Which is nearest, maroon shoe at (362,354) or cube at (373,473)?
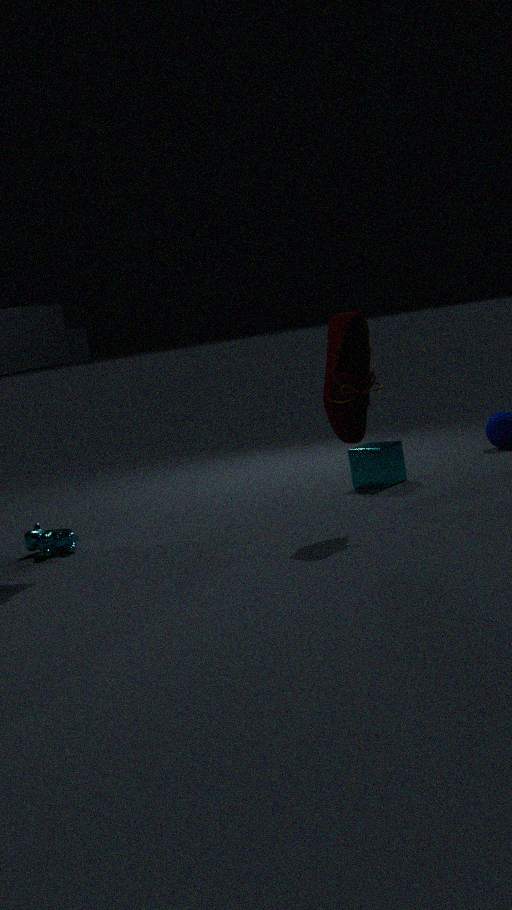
maroon shoe at (362,354)
